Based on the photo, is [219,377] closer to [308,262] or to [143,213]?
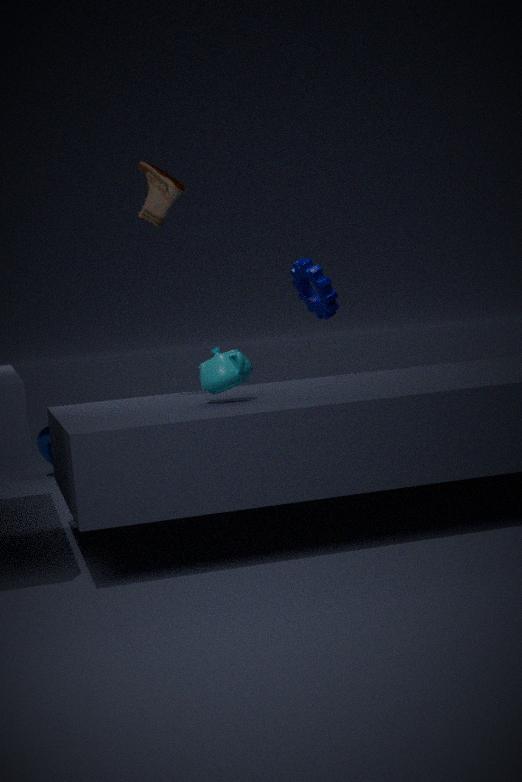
[143,213]
